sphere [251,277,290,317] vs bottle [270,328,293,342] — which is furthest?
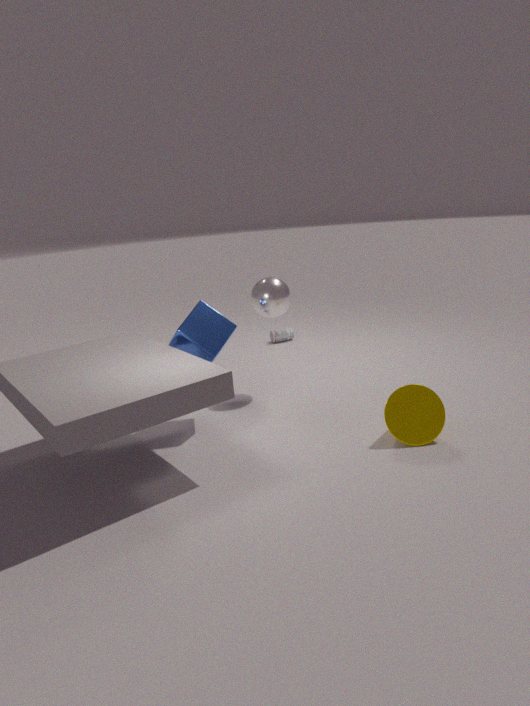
bottle [270,328,293,342]
